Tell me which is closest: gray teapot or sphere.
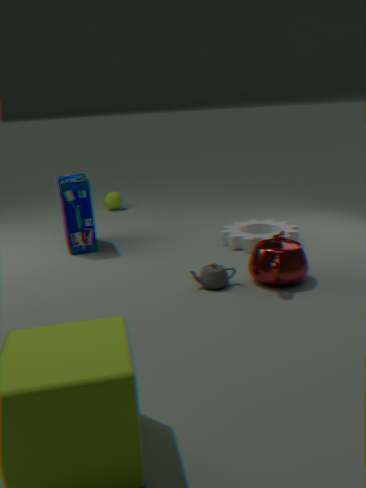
gray teapot
